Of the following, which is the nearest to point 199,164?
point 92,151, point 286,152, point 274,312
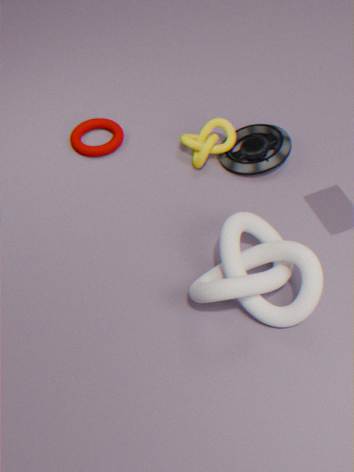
point 286,152
